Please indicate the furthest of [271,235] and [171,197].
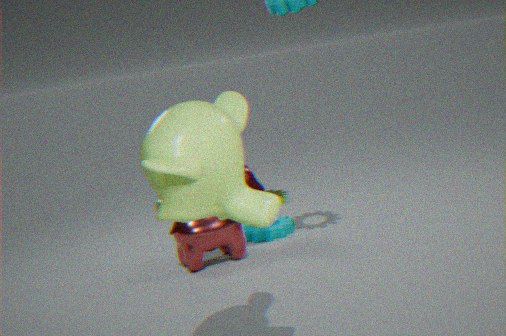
[271,235]
